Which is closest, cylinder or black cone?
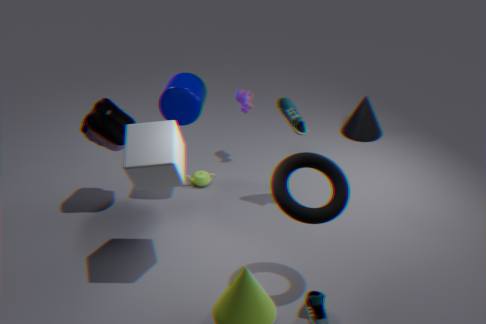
cylinder
